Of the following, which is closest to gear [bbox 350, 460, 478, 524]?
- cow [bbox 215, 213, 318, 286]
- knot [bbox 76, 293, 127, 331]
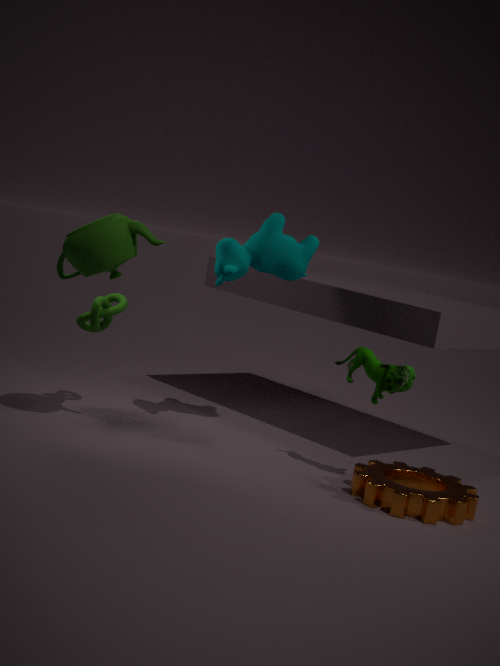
cow [bbox 215, 213, 318, 286]
